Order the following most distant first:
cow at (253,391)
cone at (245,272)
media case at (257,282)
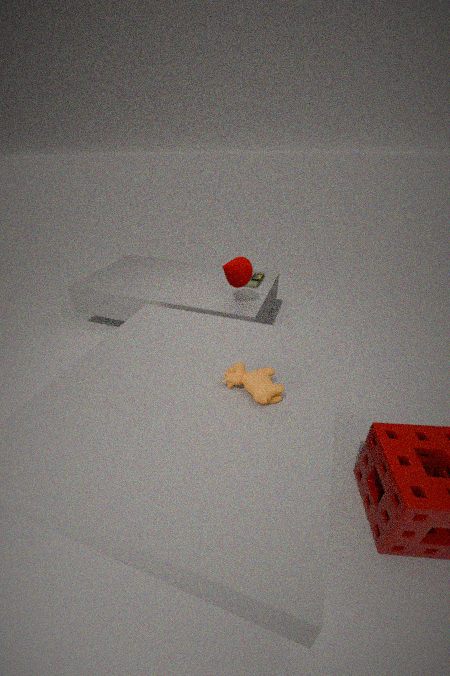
media case at (257,282) → cone at (245,272) → cow at (253,391)
